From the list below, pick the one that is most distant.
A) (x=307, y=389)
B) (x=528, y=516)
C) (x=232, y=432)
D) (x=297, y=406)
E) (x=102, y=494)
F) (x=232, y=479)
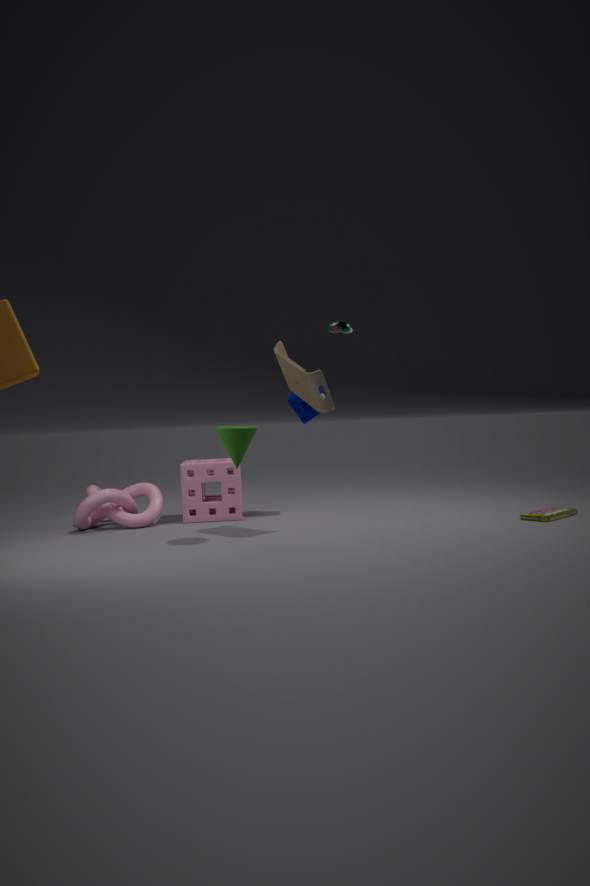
(x=297, y=406)
